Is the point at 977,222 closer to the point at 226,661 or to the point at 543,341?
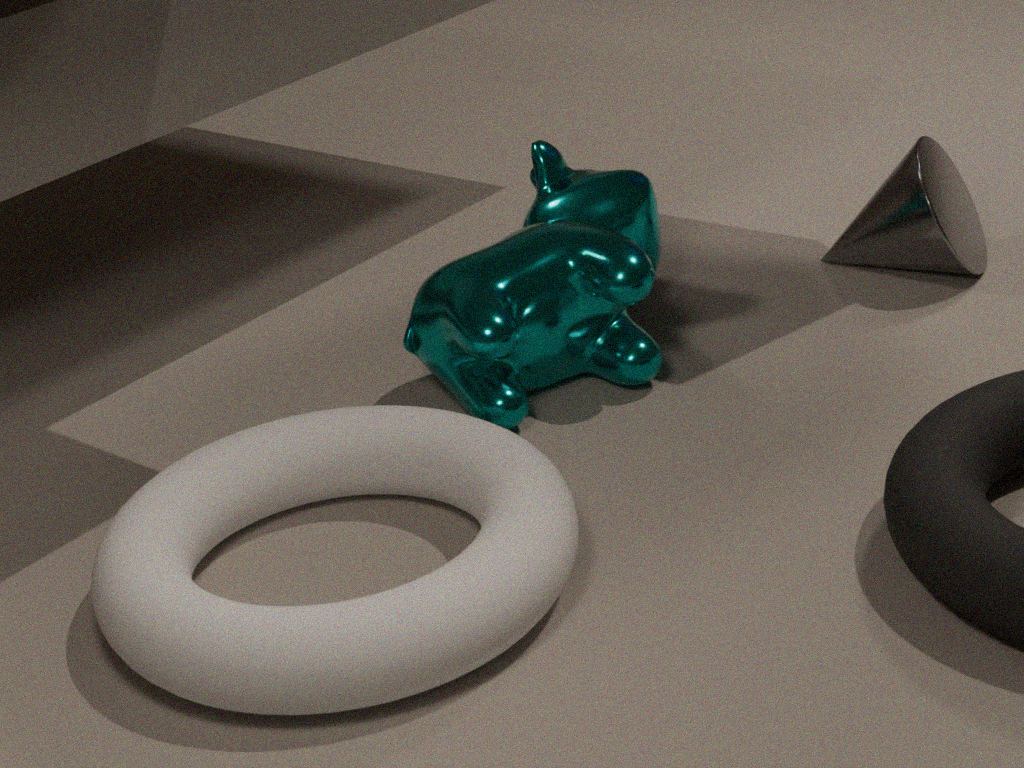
the point at 543,341
